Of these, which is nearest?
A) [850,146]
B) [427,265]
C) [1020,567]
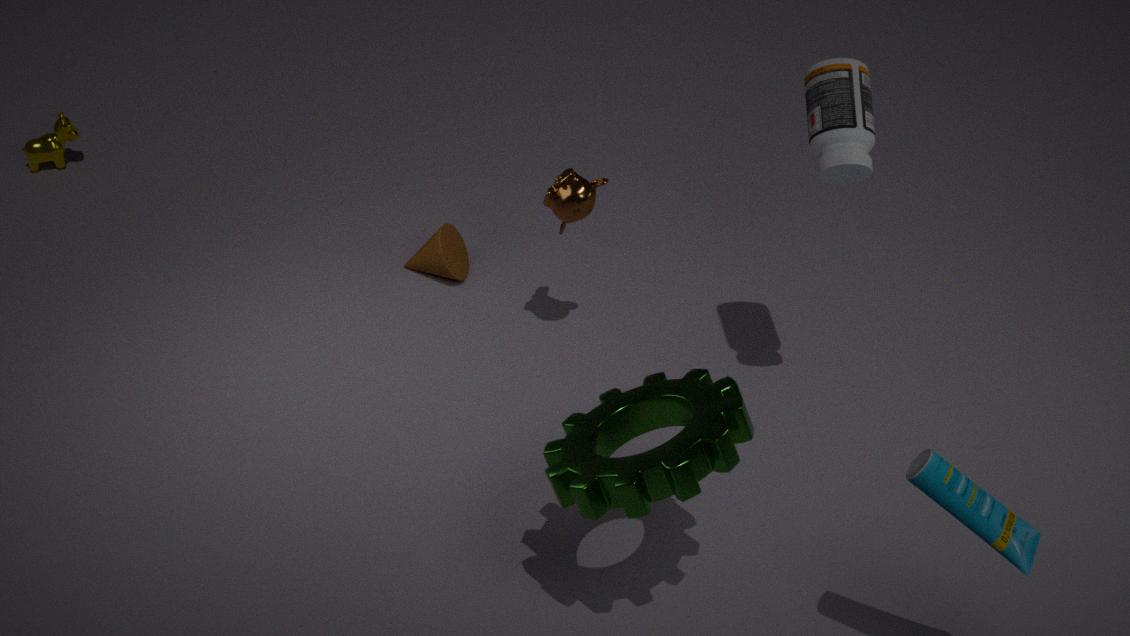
[1020,567]
